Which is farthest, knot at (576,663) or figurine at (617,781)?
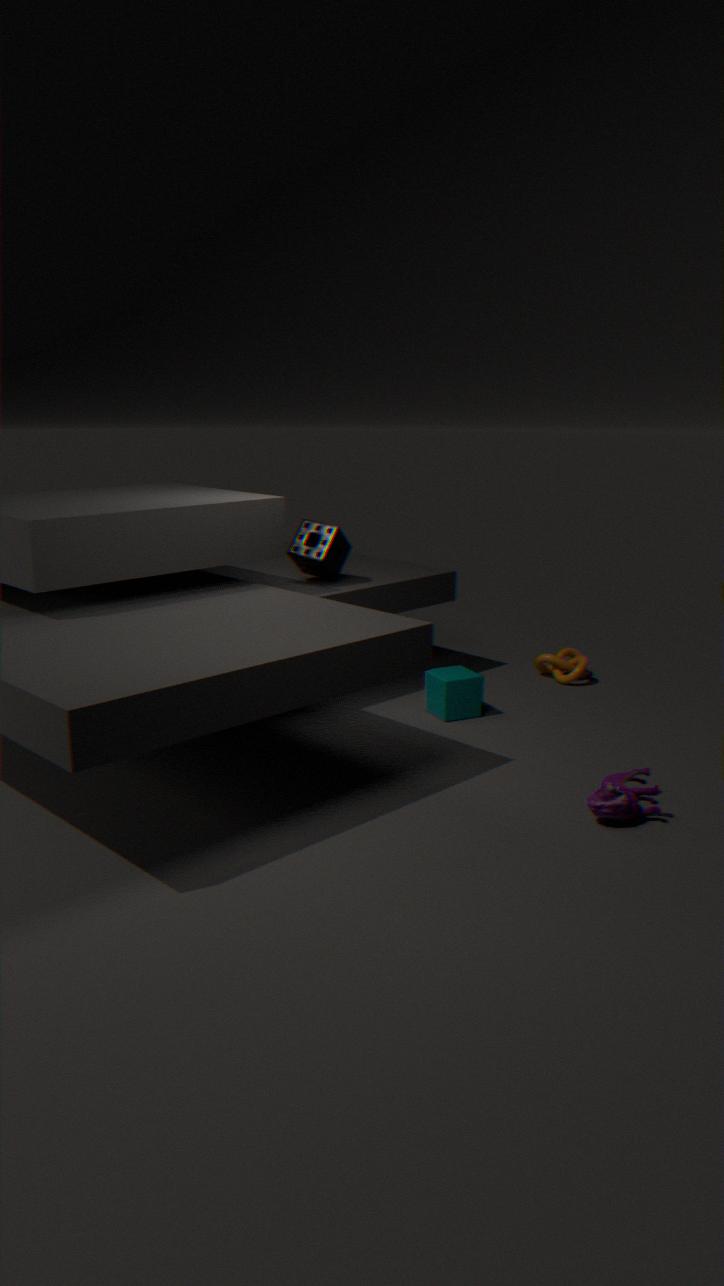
knot at (576,663)
